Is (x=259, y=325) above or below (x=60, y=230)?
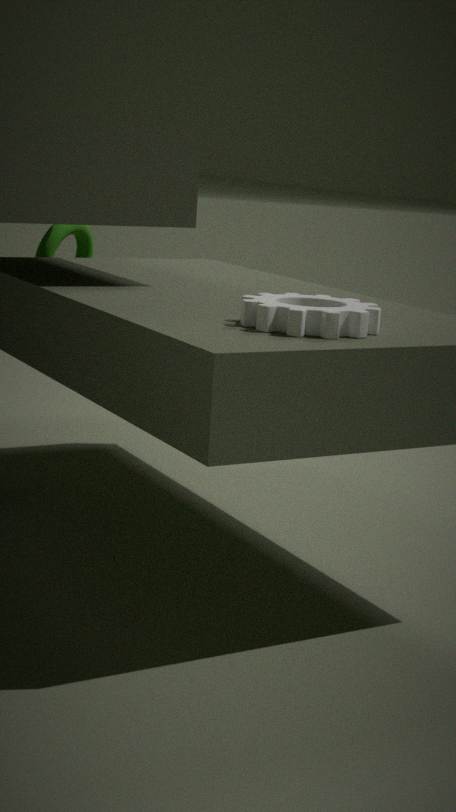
A: above
